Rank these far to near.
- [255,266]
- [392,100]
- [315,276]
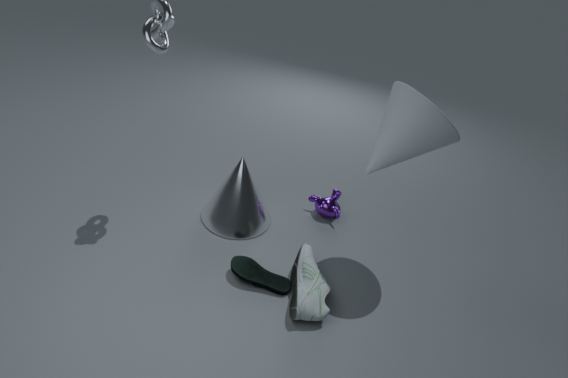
[255,266] → [315,276] → [392,100]
